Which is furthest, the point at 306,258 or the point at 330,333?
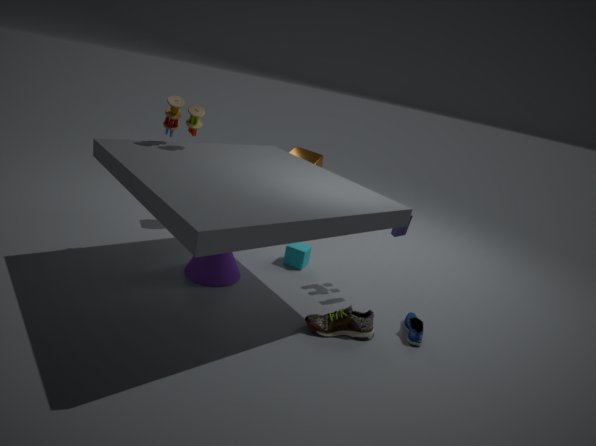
the point at 306,258
